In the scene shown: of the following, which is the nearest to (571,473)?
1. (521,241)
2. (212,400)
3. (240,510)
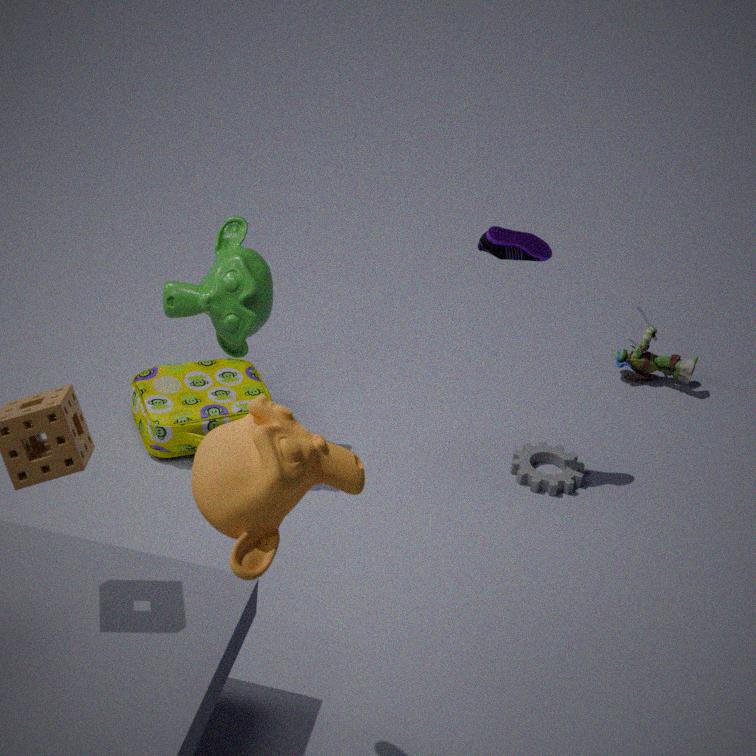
(521,241)
